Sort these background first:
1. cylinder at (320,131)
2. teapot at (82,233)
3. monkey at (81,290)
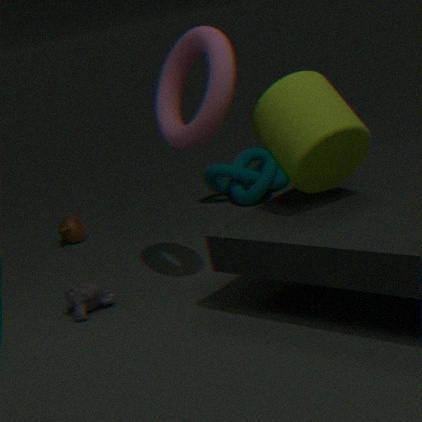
teapot at (82,233) < monkey at (81,290) < cylinder at (320,131)
